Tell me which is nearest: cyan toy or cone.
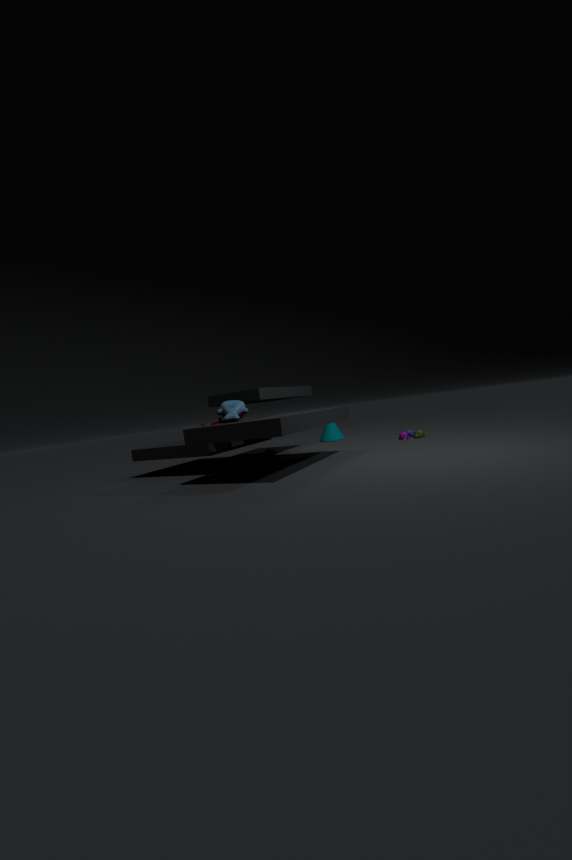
cyan toy
